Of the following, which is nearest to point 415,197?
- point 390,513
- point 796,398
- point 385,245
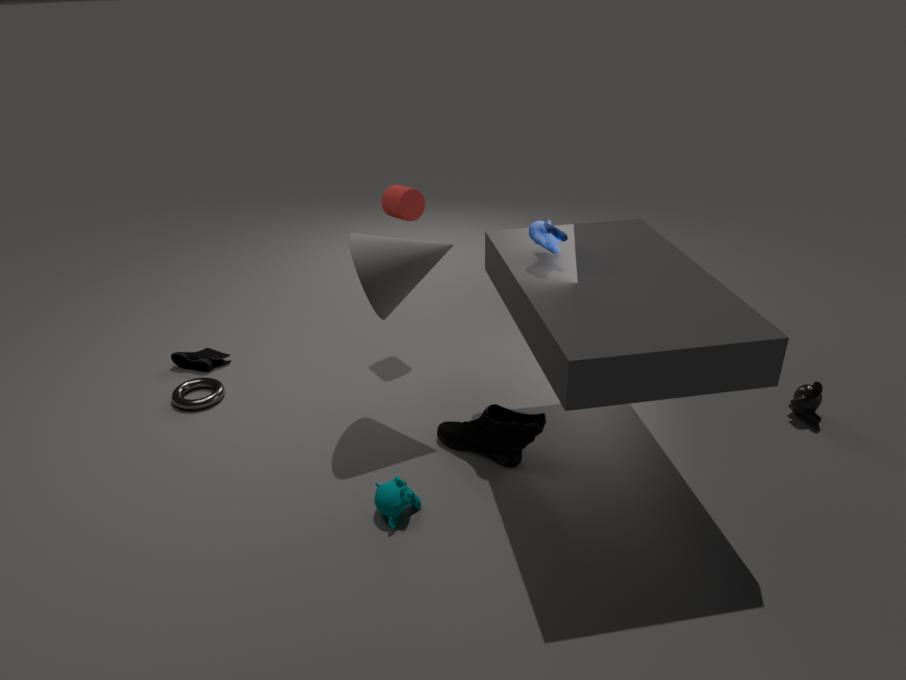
point 385,245
